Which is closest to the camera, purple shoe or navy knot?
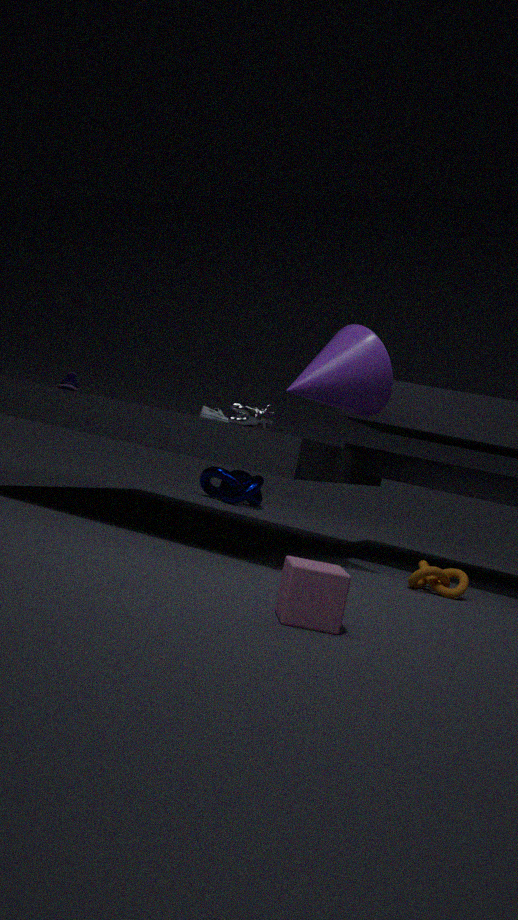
purple shoe
